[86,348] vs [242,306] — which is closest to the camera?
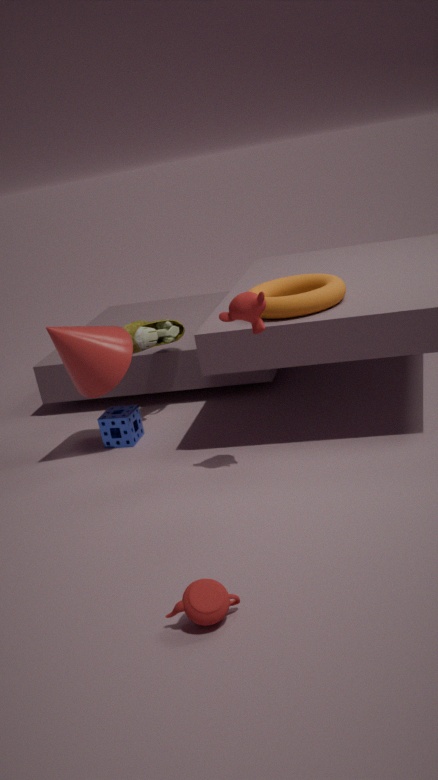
[242,306]
